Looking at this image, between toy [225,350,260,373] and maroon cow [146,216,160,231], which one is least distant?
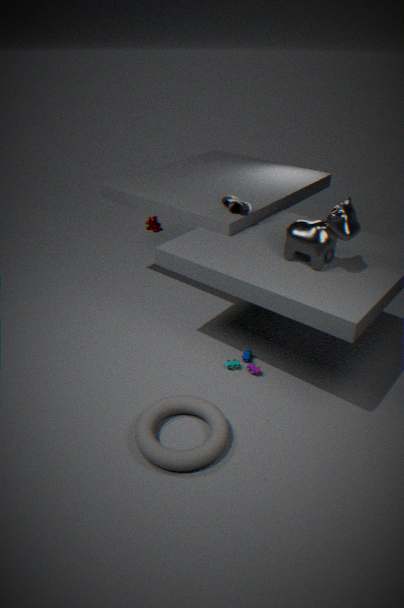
toy [225,350,260,373]
